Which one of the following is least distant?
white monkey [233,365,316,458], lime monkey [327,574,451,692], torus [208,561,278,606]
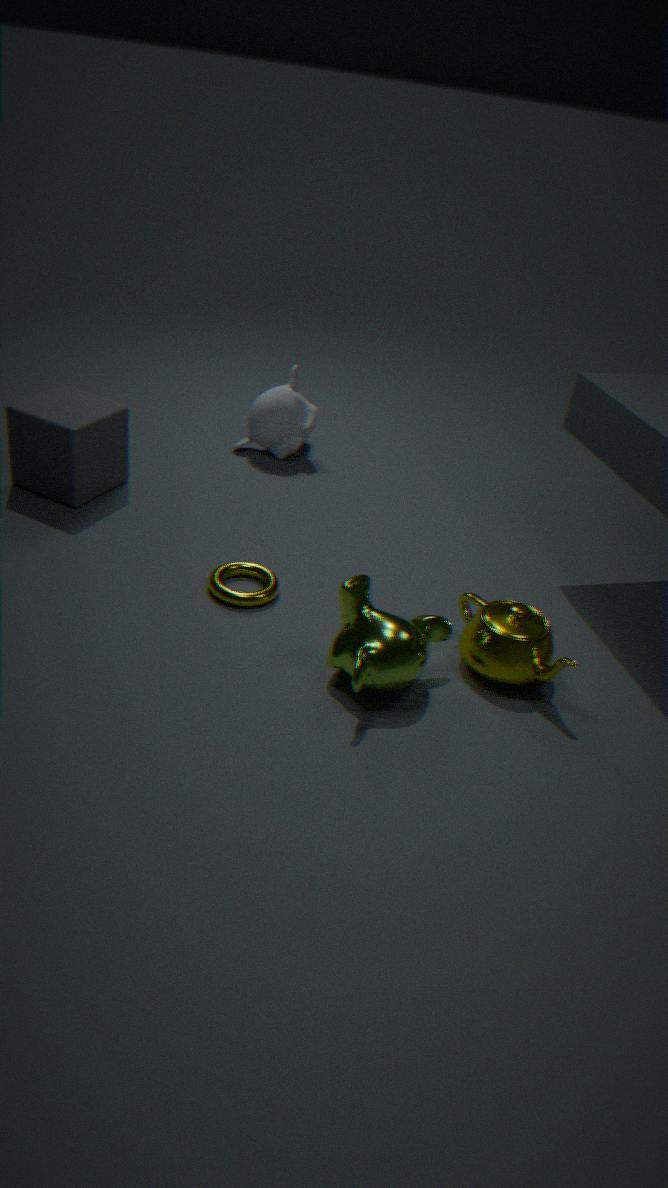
lime monkey [327,574,451,692]
